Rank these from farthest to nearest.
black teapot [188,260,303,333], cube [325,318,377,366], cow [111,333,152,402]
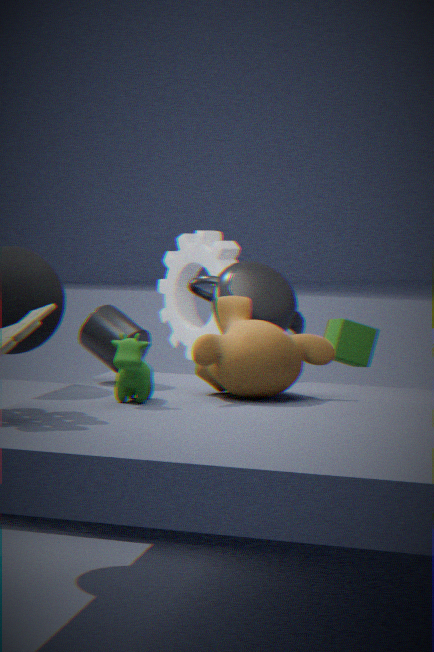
cube [325,318,377,366] → black teapot [188,260,303,333] → cow [111,333,152,402]
